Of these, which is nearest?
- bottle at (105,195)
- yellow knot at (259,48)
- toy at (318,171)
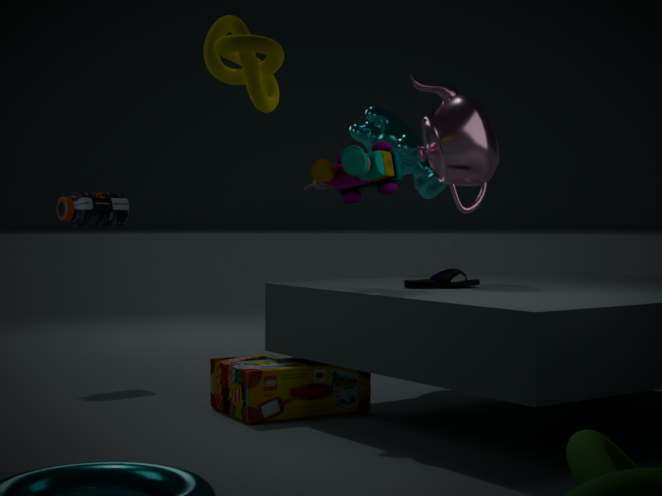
yellow knot at (259,48)
